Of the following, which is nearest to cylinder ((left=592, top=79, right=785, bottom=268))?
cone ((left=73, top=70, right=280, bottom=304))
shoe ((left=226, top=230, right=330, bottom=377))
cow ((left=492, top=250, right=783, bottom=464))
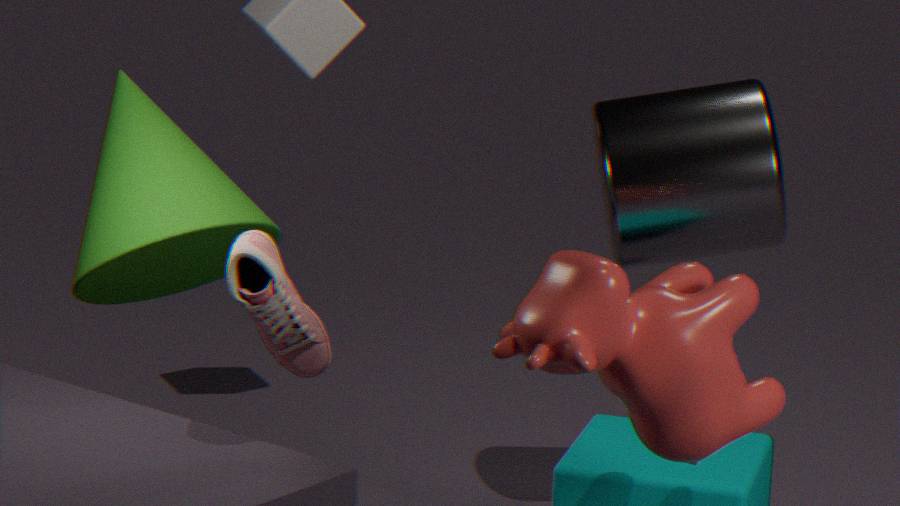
cone ((left=73, top=70, right=280, bottom=304))
